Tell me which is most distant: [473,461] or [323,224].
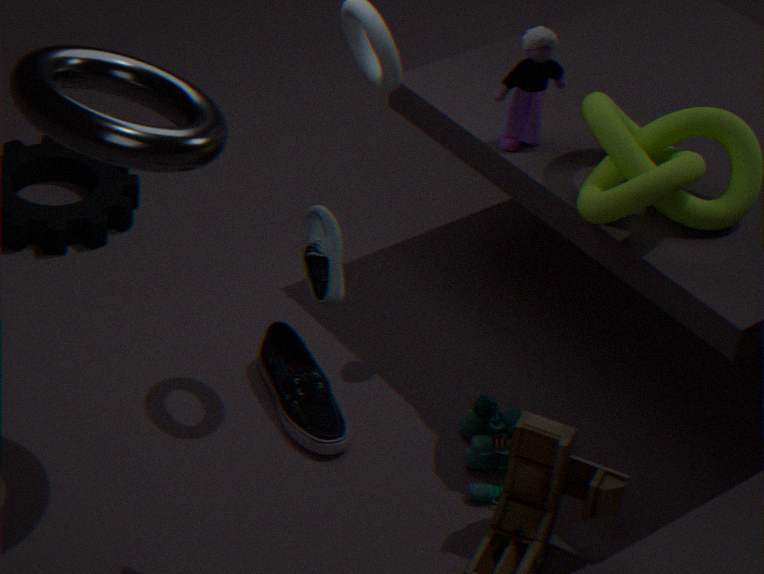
[473,461]
